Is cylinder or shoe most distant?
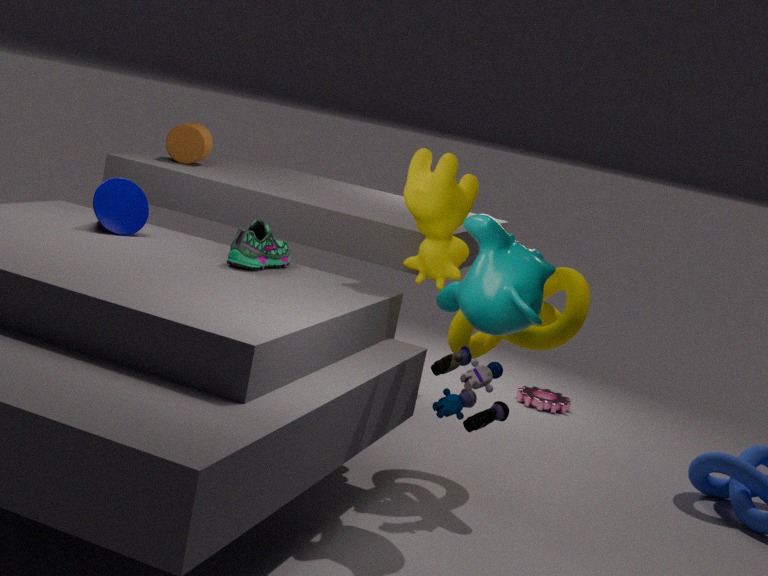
cylinder
